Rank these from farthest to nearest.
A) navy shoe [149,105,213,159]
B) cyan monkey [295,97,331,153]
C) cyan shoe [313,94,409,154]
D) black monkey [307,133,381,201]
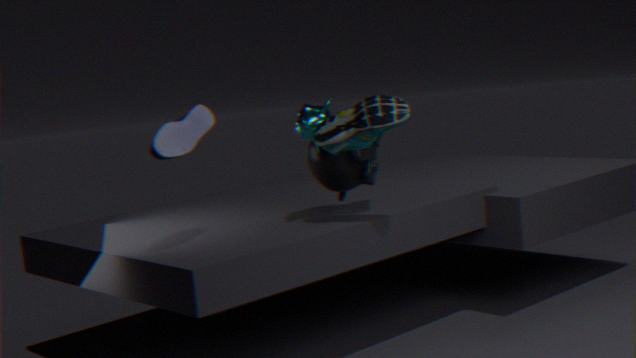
black monkey [307,133,381,201]
cyan monkey [295,97,331,153]
cyan shoe [313,94,409,154]
navy shoe [149,105,213,159]
